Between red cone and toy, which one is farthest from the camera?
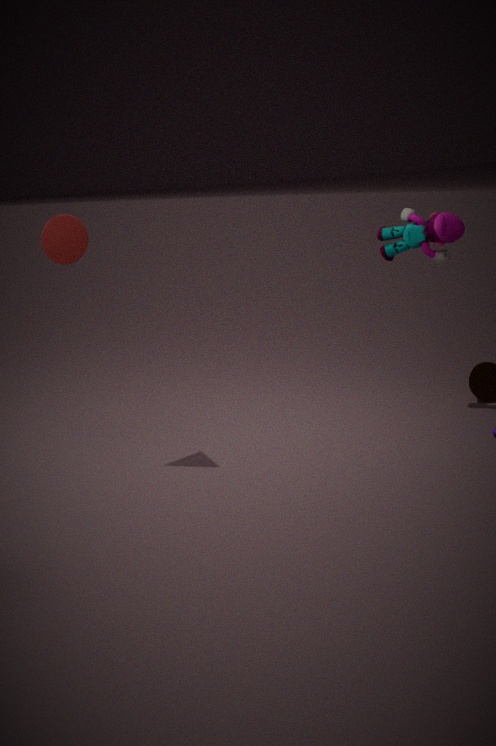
toy
